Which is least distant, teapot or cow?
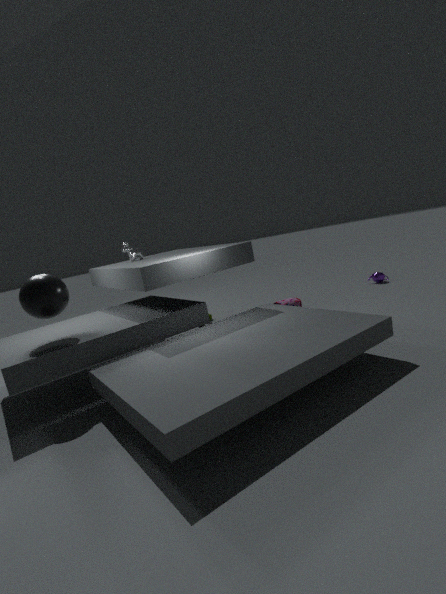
cow
